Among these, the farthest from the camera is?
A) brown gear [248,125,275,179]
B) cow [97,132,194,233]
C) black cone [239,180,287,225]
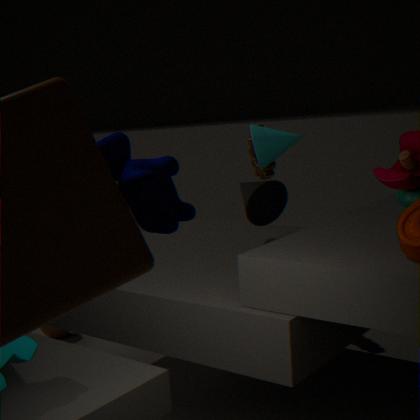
brown gear [248,125,275,179]
